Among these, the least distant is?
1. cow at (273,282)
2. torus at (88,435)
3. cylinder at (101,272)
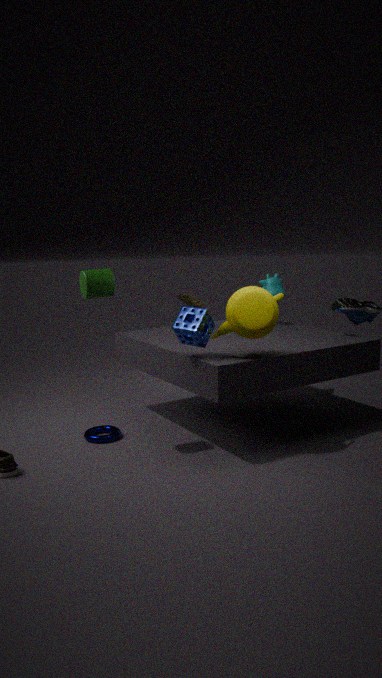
cylinder at (101,272)
